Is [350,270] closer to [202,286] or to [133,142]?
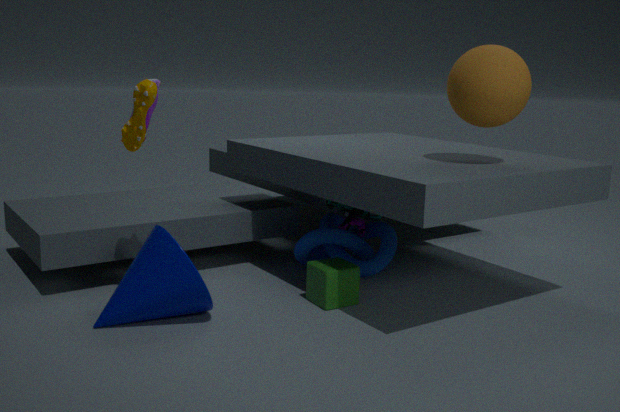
[202,286]
